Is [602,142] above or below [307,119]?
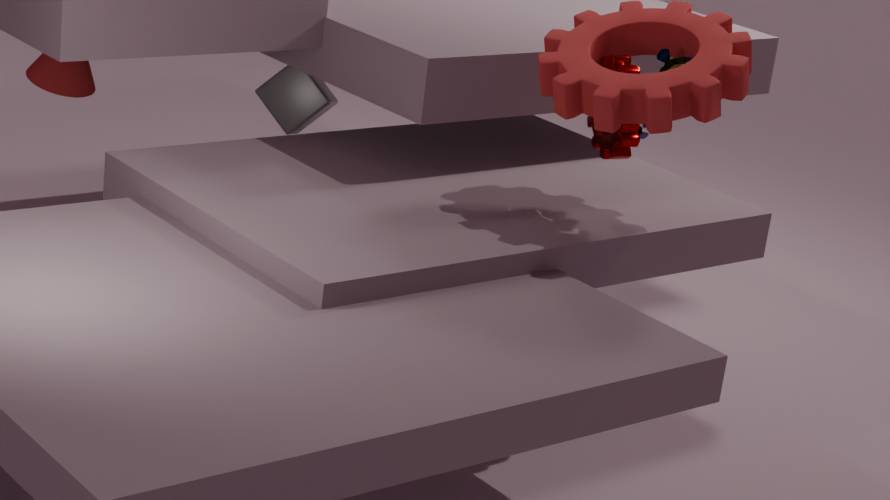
above
